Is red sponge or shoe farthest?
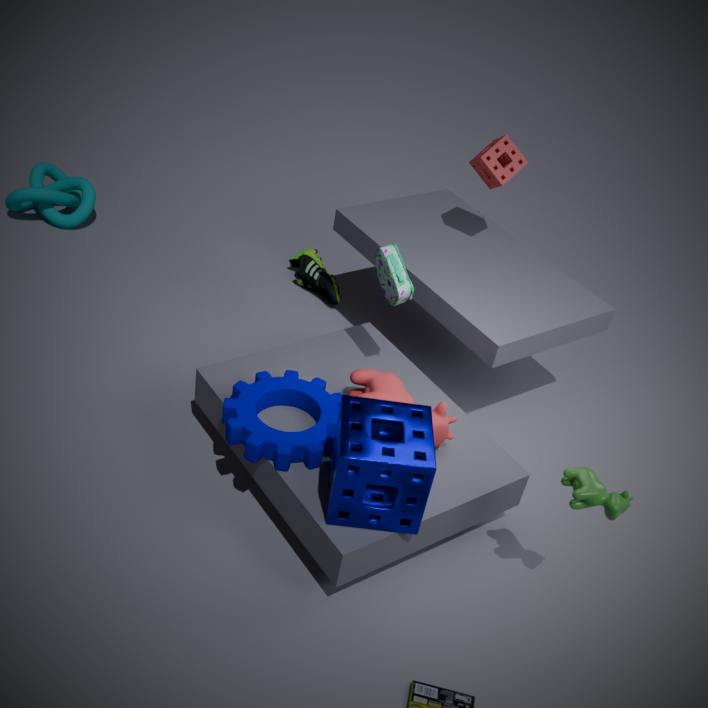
shoe
